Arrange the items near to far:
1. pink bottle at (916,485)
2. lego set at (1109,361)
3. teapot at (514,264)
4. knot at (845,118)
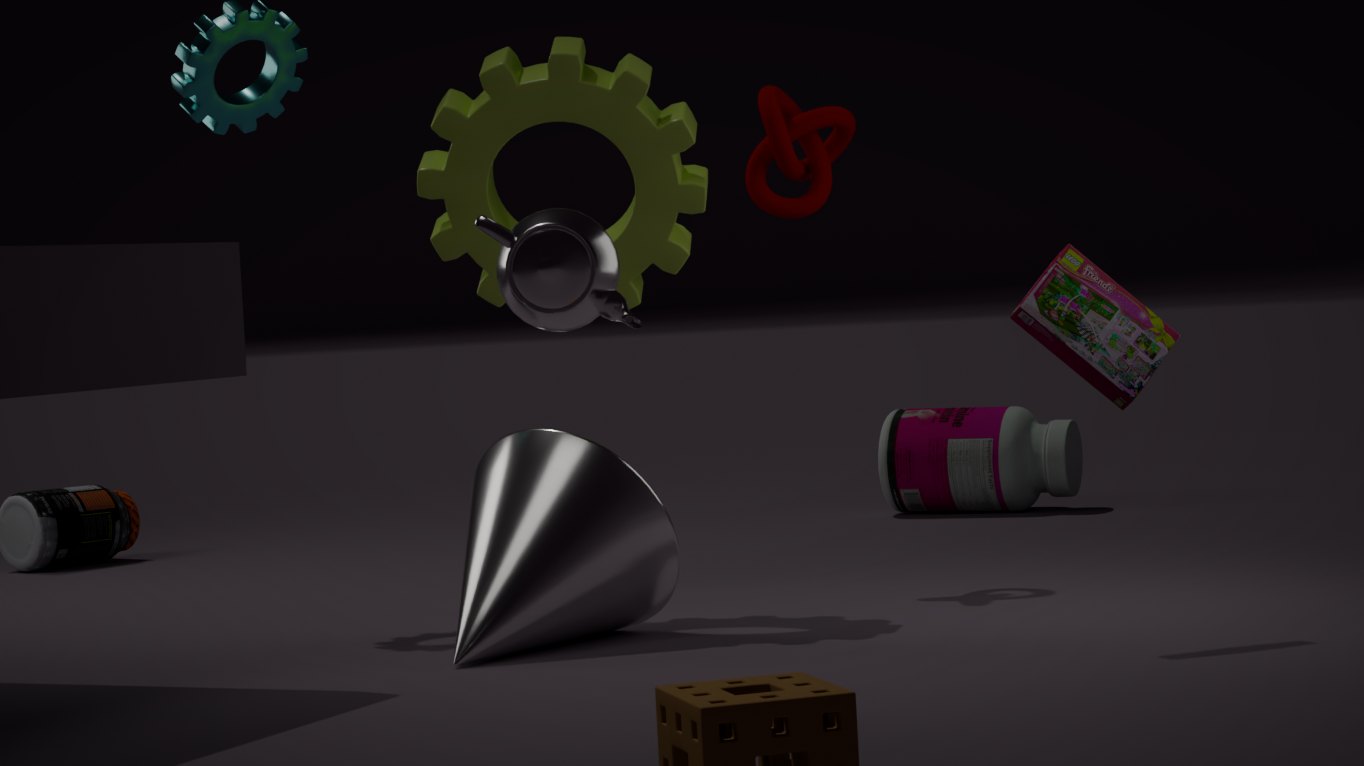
teapot at (514,264), lego set at (1109,361), knot at (845,118), pink bottle at (916,485)
